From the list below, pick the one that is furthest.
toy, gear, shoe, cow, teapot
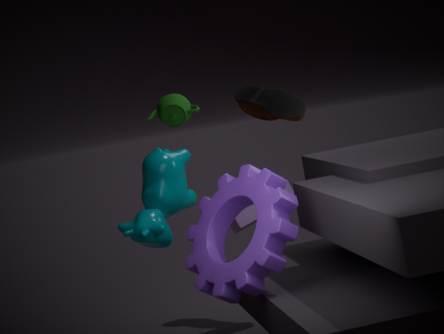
shoe
